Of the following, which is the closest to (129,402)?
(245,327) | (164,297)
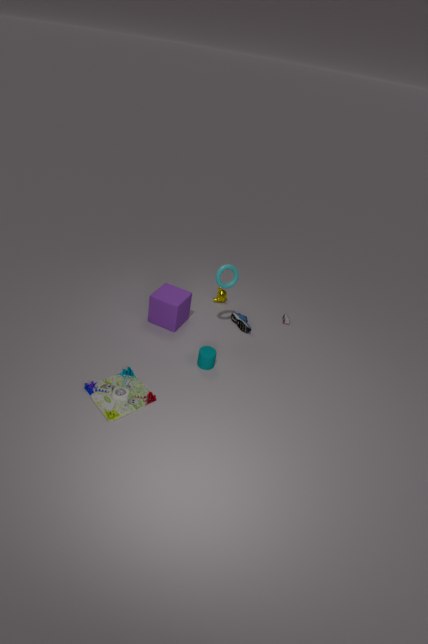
(164,297)
